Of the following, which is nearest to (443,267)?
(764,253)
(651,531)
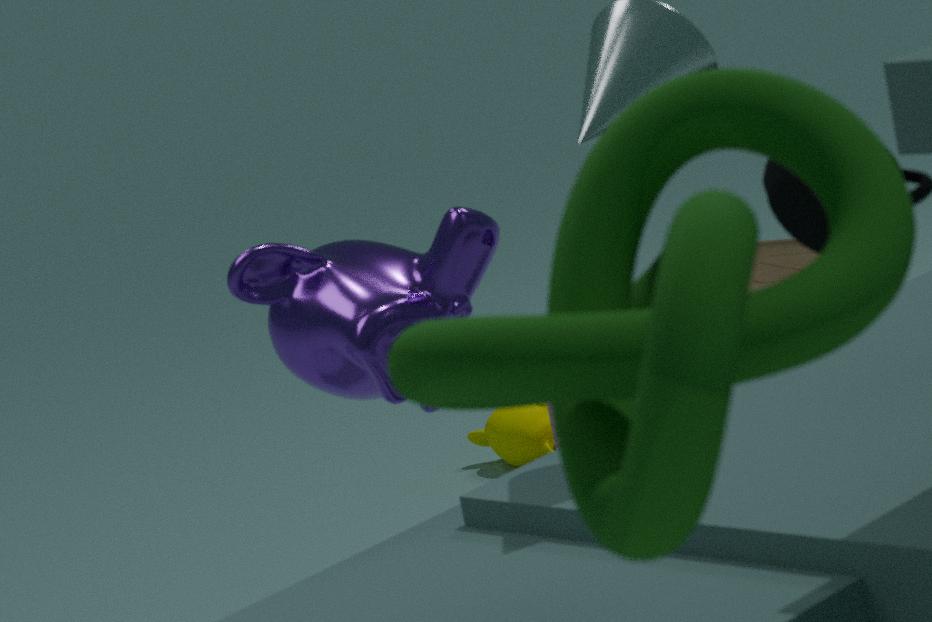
(651,531)
